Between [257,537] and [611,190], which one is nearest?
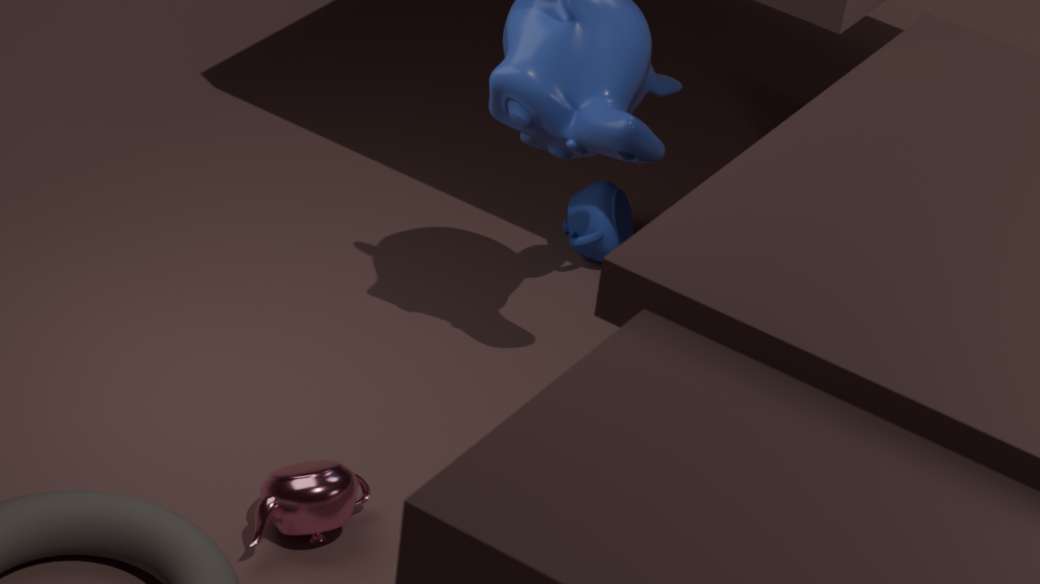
[257,537]
